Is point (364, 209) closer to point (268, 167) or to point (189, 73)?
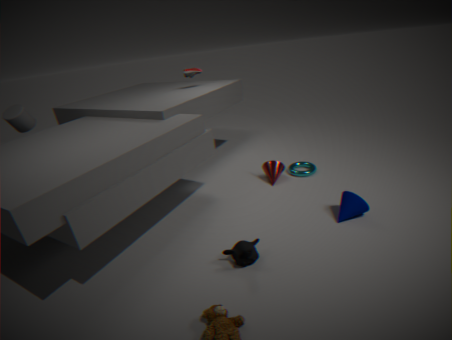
point (268, 167)
